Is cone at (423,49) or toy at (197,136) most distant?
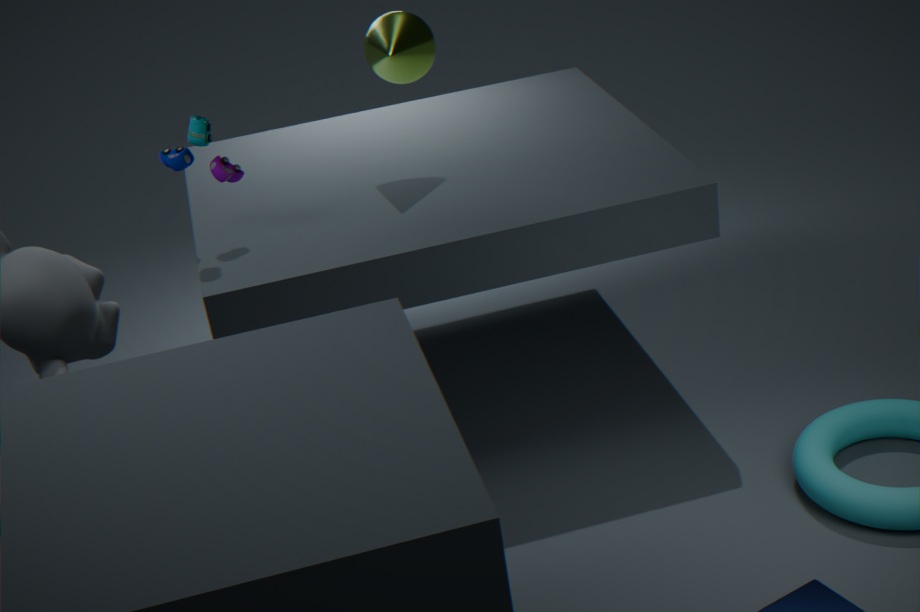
cone at (423,49)
